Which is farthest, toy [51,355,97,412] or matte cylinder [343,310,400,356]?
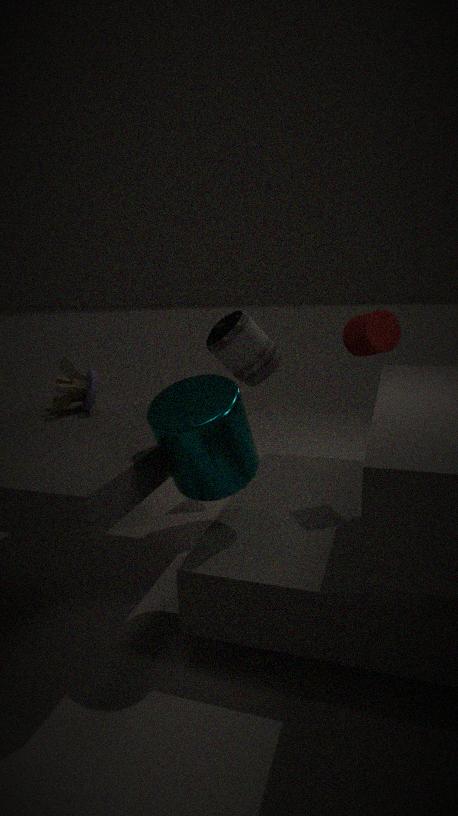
toy [51,355,97,412]
